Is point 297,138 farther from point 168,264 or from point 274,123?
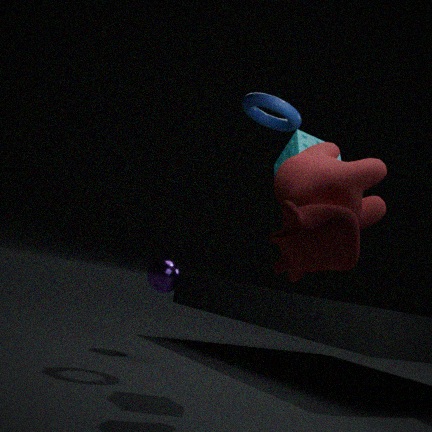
point 168,264
